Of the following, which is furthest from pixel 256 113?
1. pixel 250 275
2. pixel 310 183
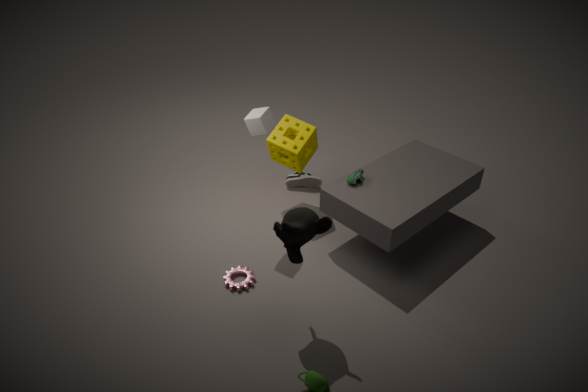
pixel 250 275
